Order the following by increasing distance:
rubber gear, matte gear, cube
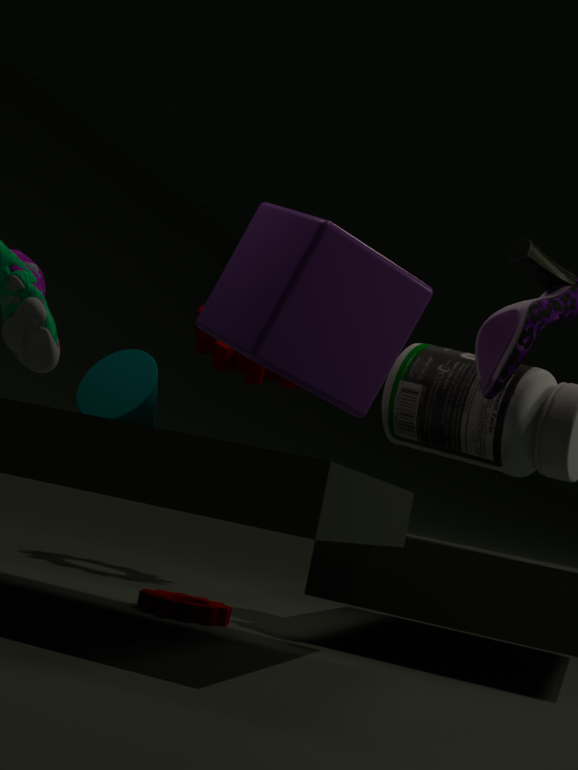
1. cube
2. rubber gear
3. matte gear
